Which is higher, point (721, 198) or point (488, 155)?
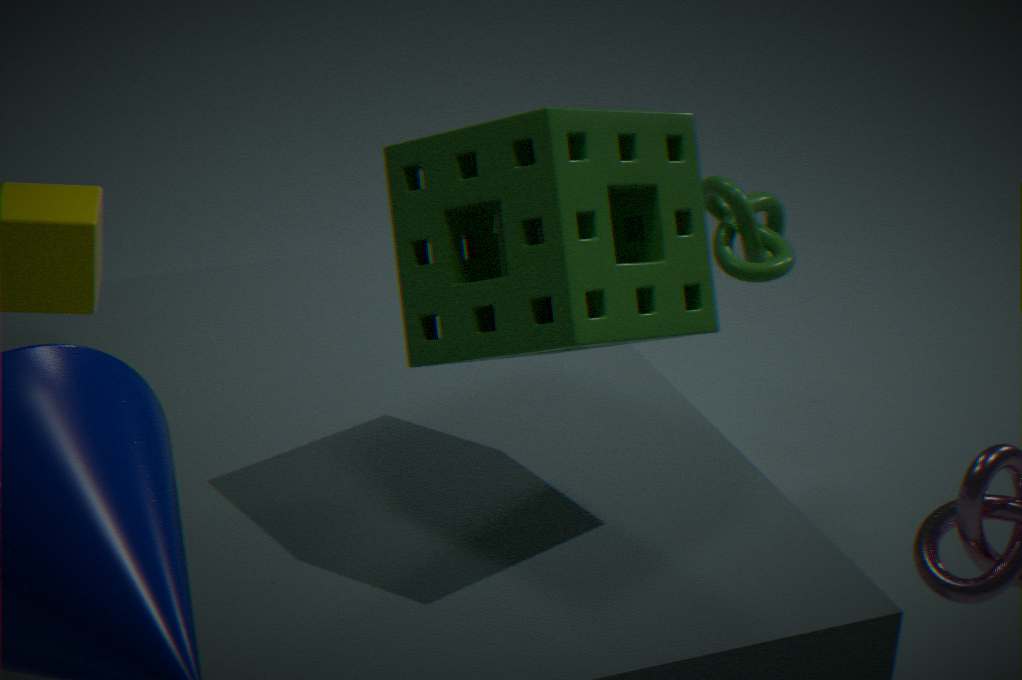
point (488, 155)
